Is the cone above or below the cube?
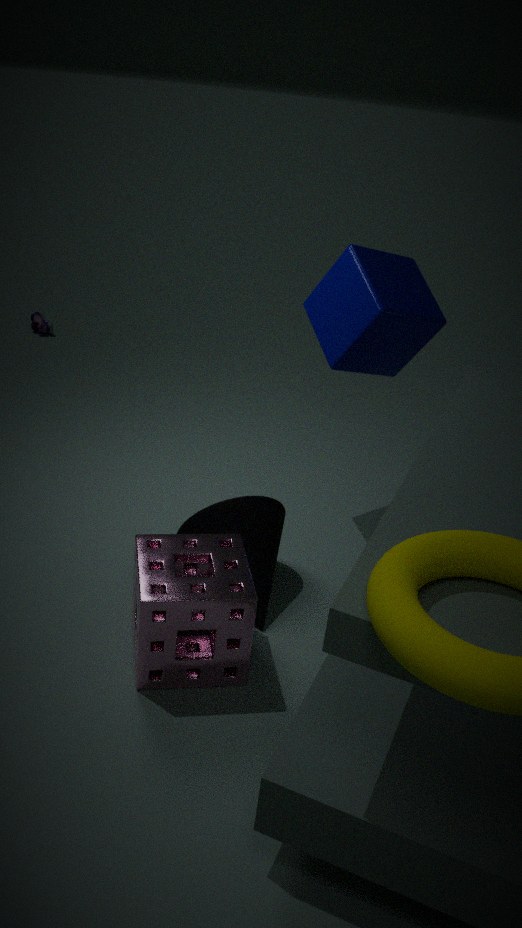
below
